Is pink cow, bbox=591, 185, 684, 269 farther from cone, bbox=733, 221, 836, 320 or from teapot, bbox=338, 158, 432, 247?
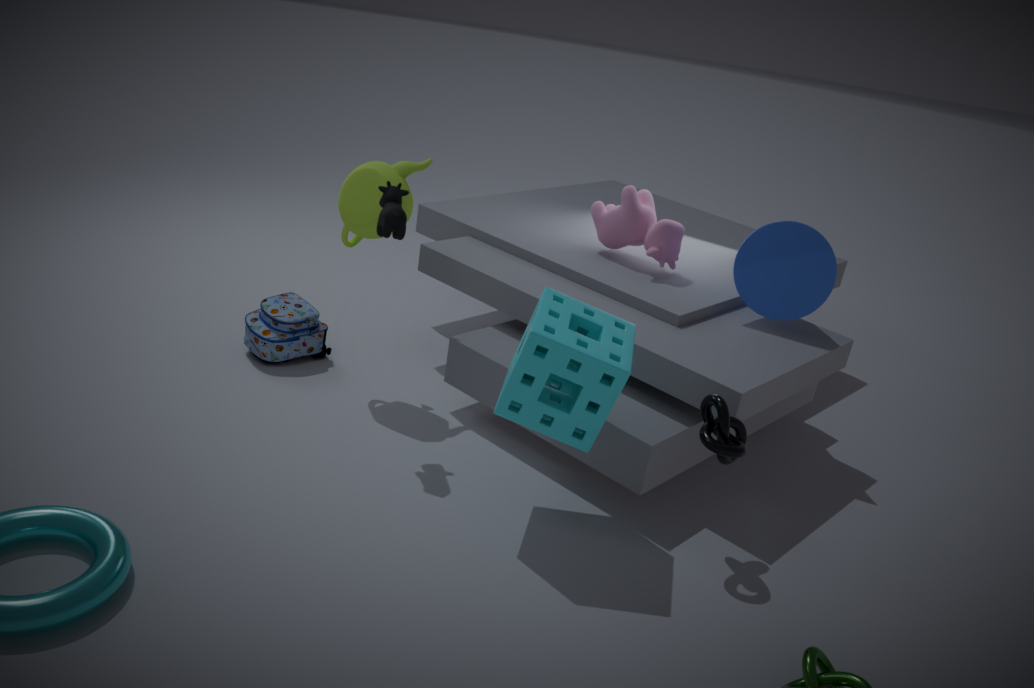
teapot, bbox=338, 158, 432, 247
